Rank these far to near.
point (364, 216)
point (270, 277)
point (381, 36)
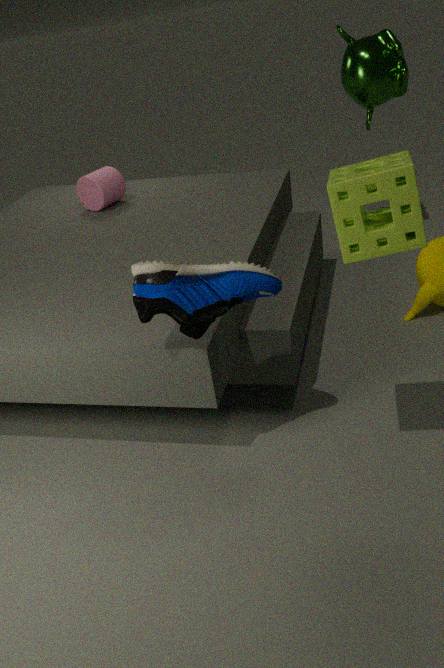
point (381, 36) → point (270, 277) → point (364, 216)
